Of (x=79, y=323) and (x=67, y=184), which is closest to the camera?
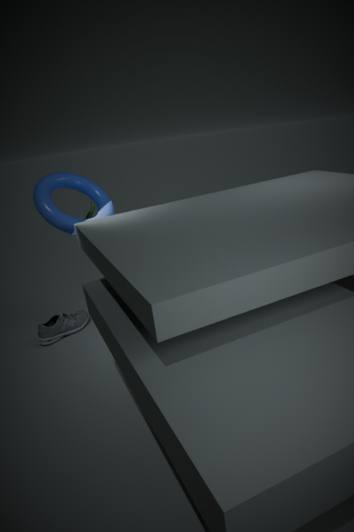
(x=67, y=184)
